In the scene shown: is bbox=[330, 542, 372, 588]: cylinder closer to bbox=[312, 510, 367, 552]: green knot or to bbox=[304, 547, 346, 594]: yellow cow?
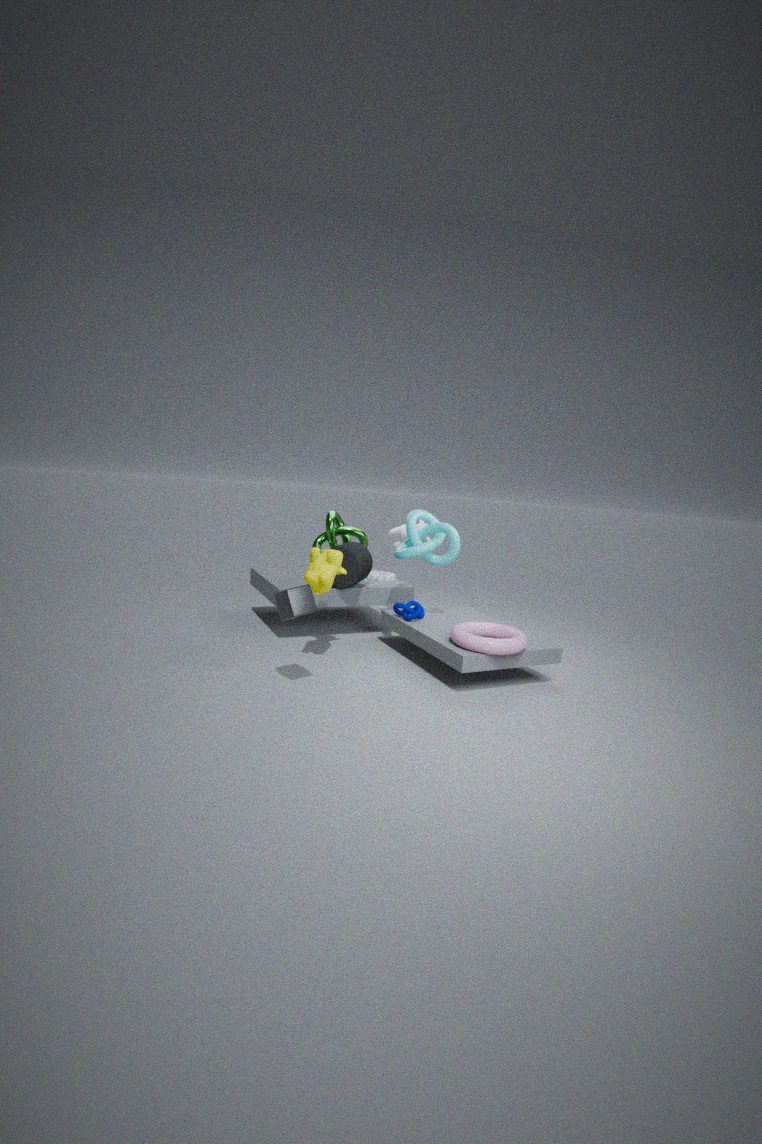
bbox=[312, 510, 367, 552]: green knot
